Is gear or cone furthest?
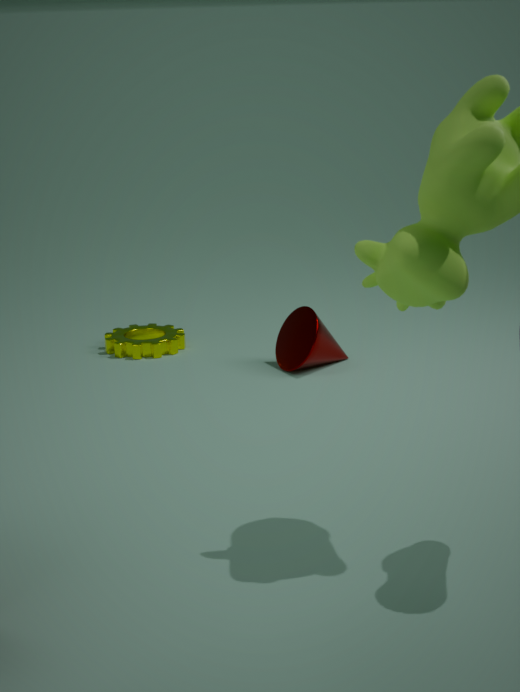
gear
